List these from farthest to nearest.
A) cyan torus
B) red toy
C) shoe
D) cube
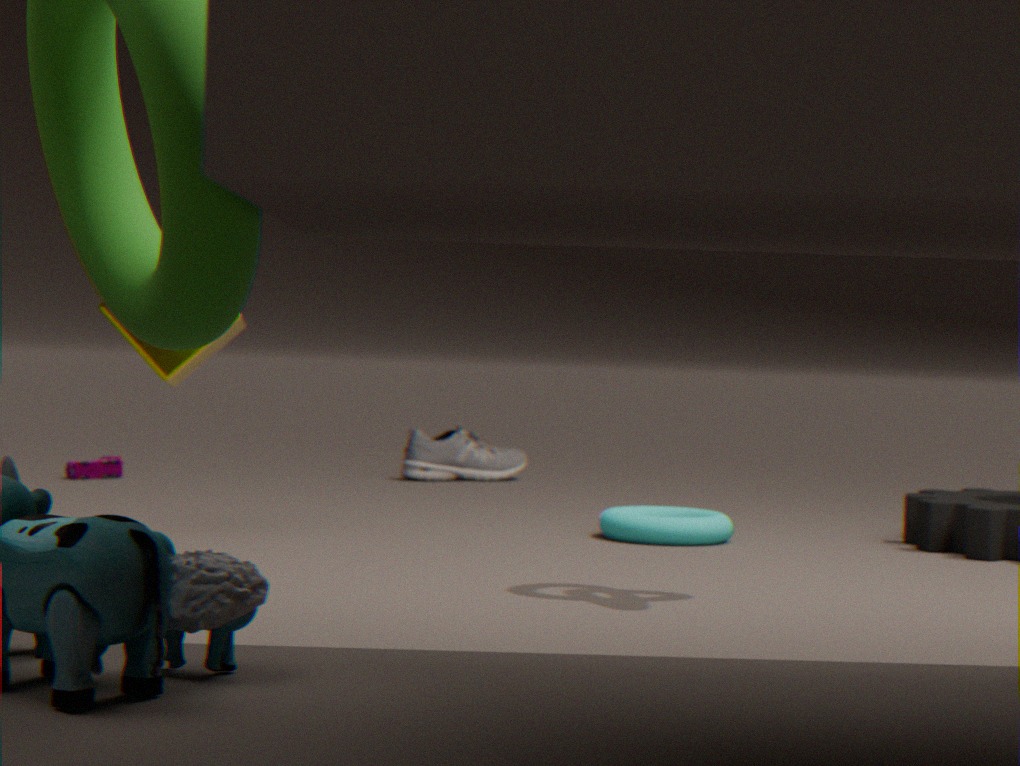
1. shoe
2. red toy
3. cyan torus
4. cube
